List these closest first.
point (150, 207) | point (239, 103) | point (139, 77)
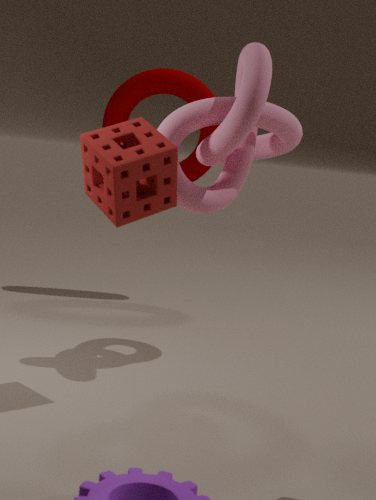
point (150, 207) → point (239, 103) → point (139, 77)
